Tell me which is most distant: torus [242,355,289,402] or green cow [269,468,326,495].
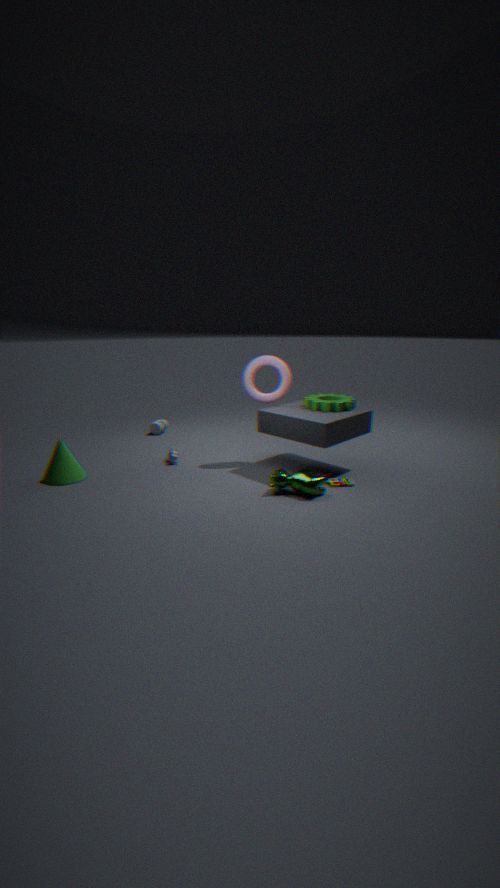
torus [242,355,289,402]
